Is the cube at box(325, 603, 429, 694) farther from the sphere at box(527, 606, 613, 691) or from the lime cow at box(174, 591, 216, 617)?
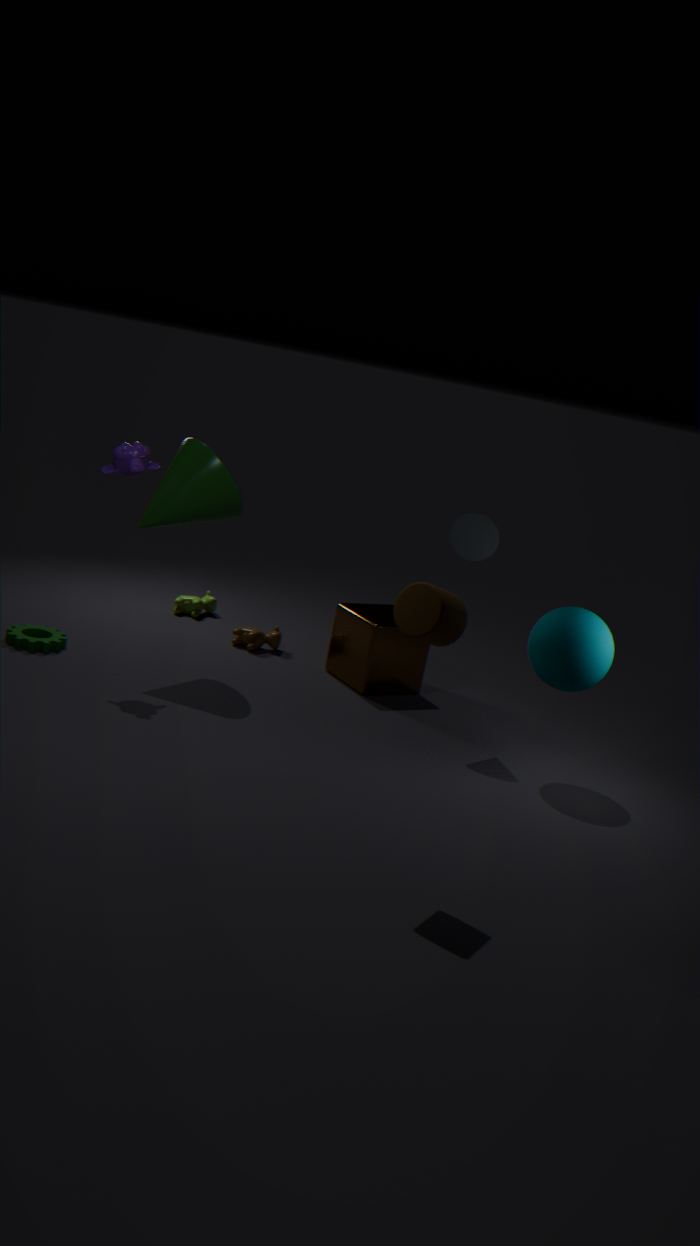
the lime cow at box(174, 591, 216, 617)
